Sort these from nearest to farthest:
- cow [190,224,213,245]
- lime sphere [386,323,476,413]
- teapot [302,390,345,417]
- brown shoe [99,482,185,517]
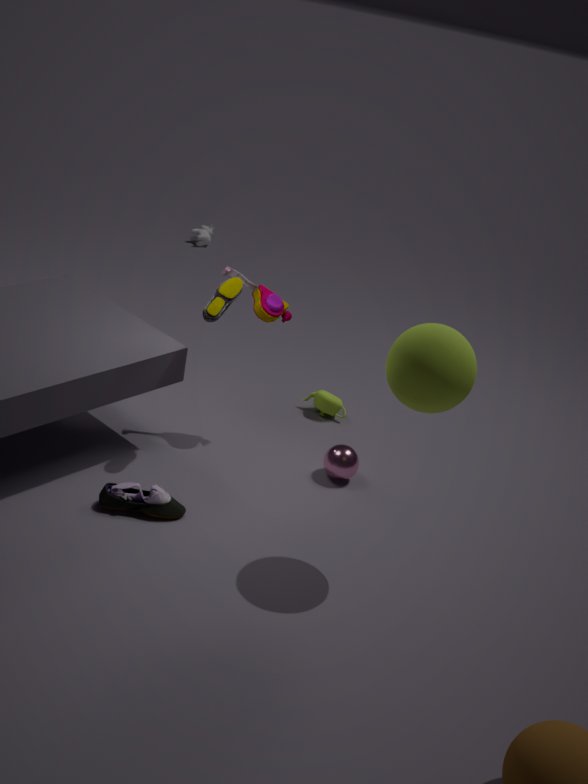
lime sphere [386,323,476,413], brown shoe [99,482,185,517], teapot [302,390,345,417], cow [190,224,213,245]
